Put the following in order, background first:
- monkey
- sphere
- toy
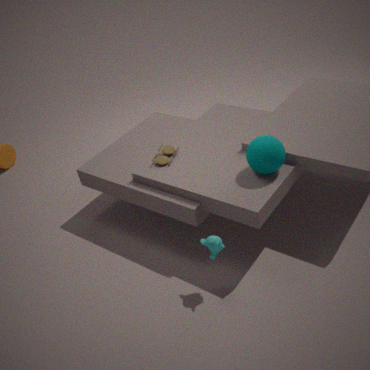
toy → sphere → monkey
